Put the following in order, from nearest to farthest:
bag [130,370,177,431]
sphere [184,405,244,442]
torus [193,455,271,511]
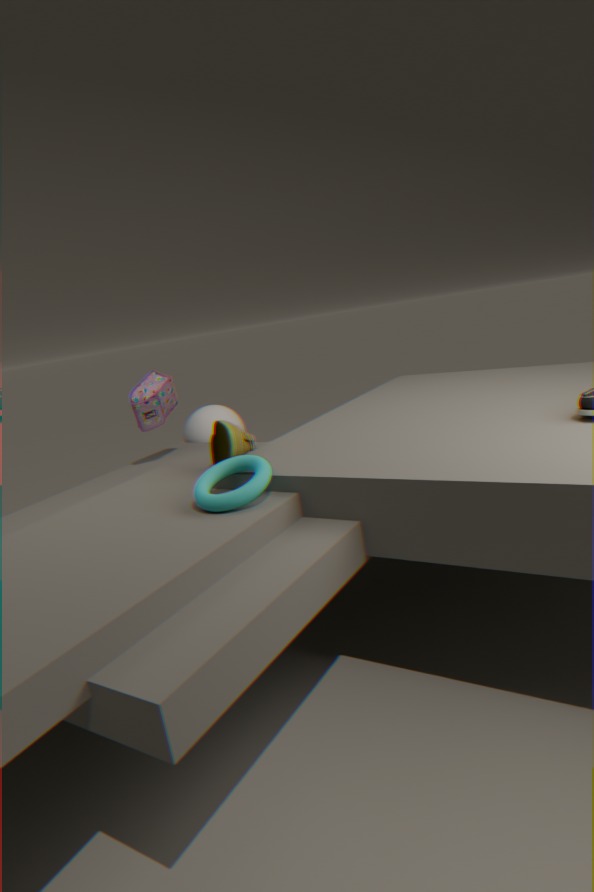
torus [193,455,271,511], bag [130,370,177,431], sphere [184,405,244,442]
